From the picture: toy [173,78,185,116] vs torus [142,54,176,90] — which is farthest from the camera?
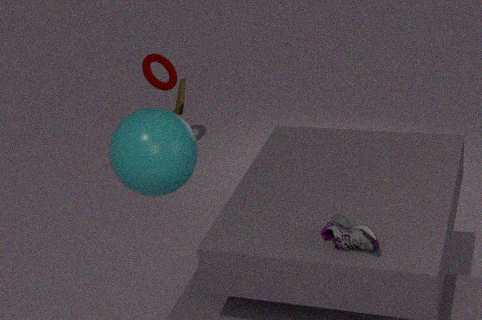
torus [142,54,176,90]
